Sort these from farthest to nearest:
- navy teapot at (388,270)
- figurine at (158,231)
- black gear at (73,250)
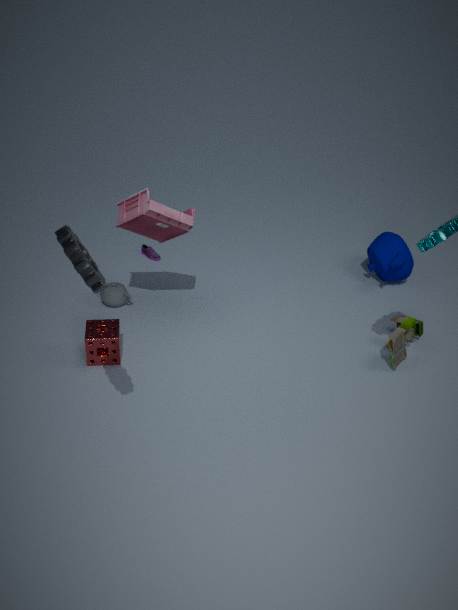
navy teapot at (388,270) → figurine at (158,231) → black gear at (73,250)
